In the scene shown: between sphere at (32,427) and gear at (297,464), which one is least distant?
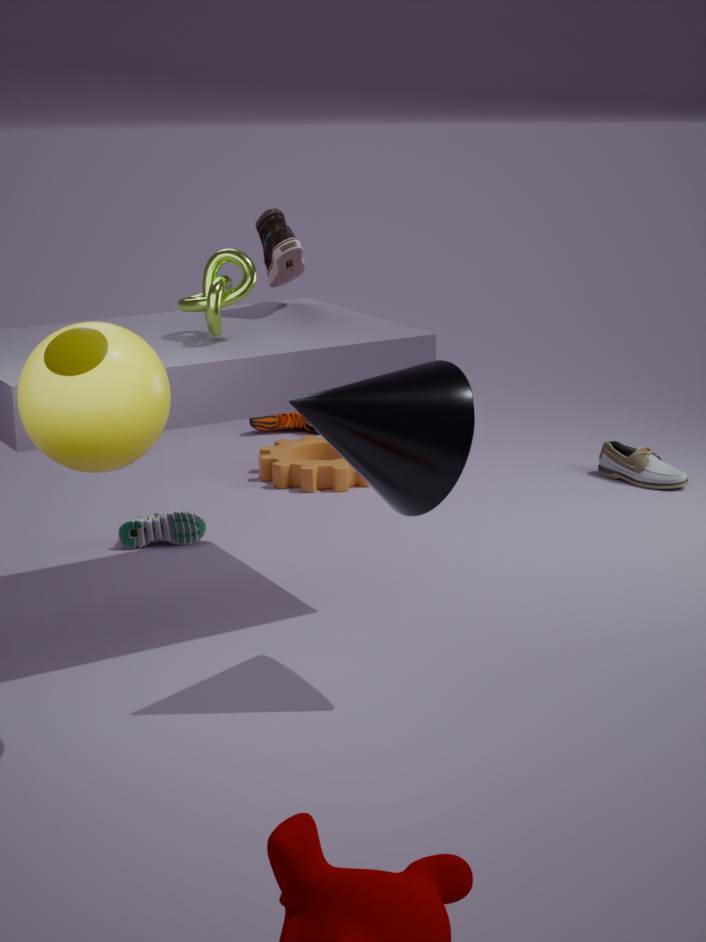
sphere at (32,427)
